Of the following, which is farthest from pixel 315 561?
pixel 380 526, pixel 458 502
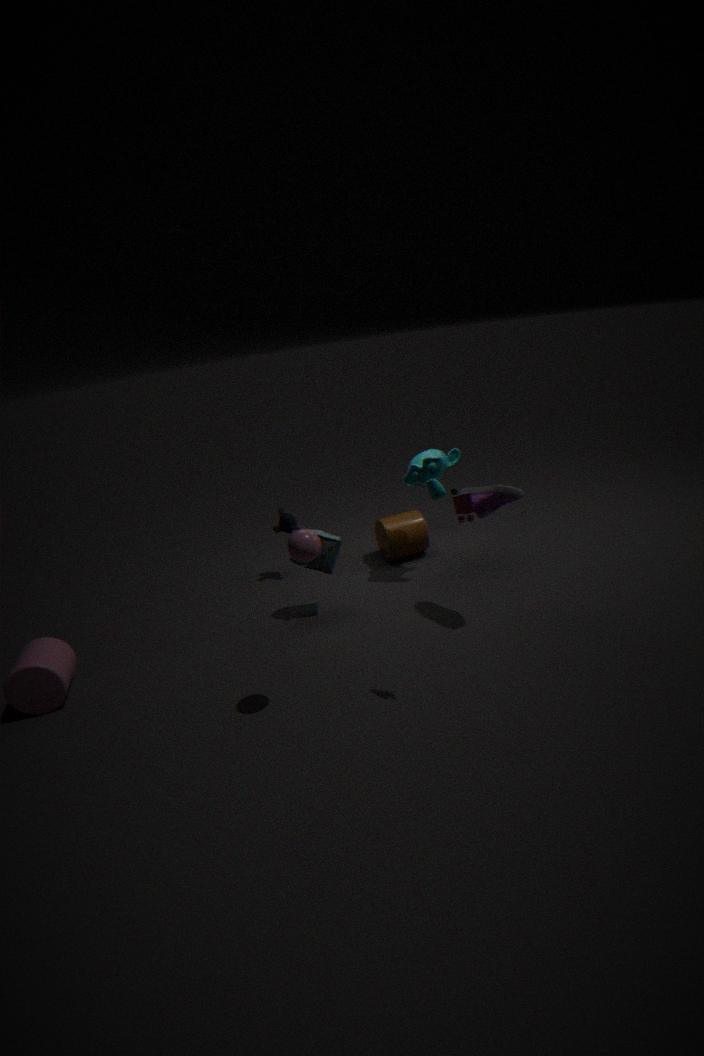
pixel 458 502
